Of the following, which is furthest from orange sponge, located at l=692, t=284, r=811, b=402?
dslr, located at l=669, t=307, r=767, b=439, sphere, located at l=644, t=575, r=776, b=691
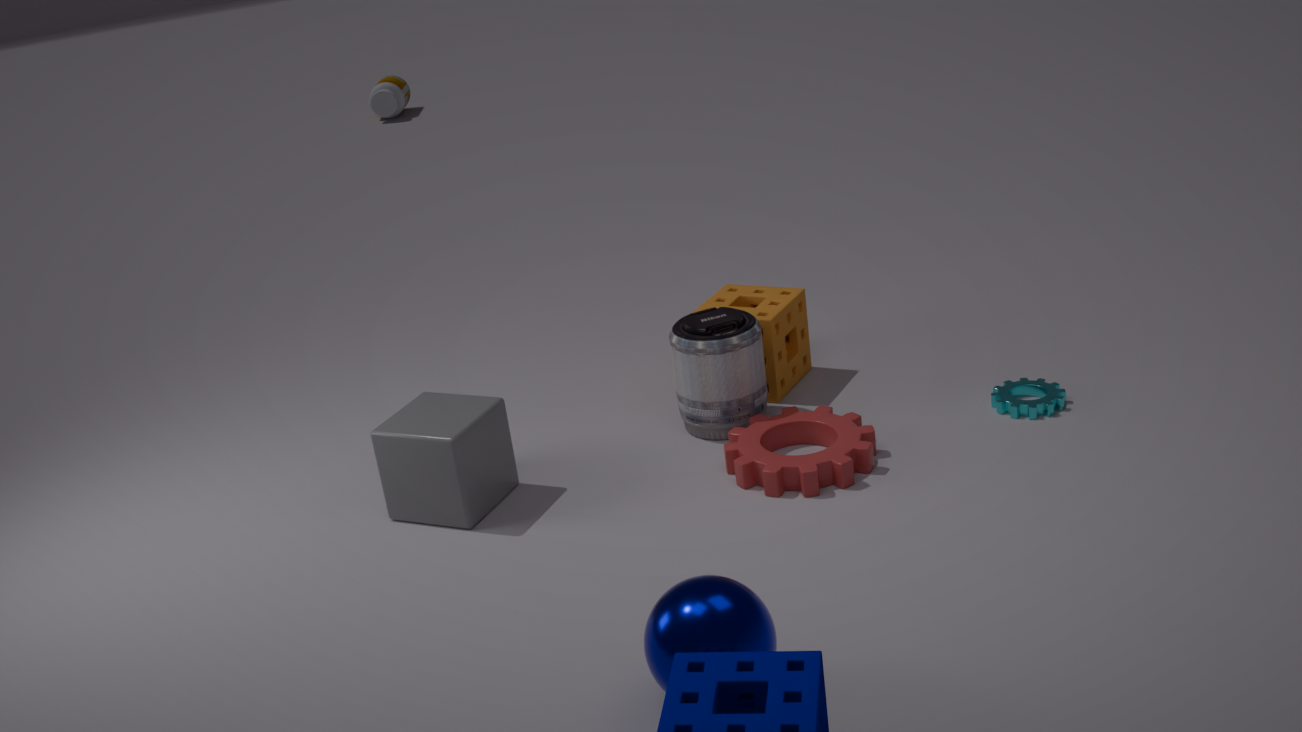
sphere, located at l=644, t=575, r=776, b=691
